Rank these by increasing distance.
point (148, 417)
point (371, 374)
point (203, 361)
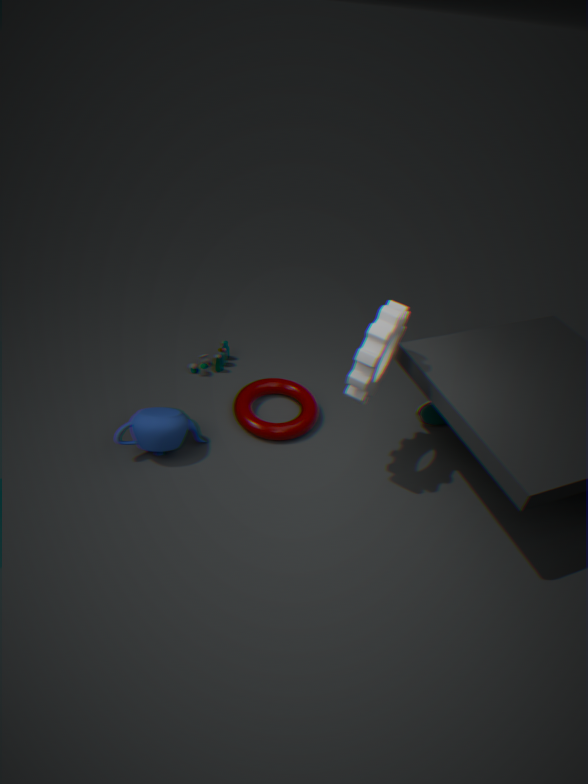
point (371, 374), point (148, 417), point (203, 361)
